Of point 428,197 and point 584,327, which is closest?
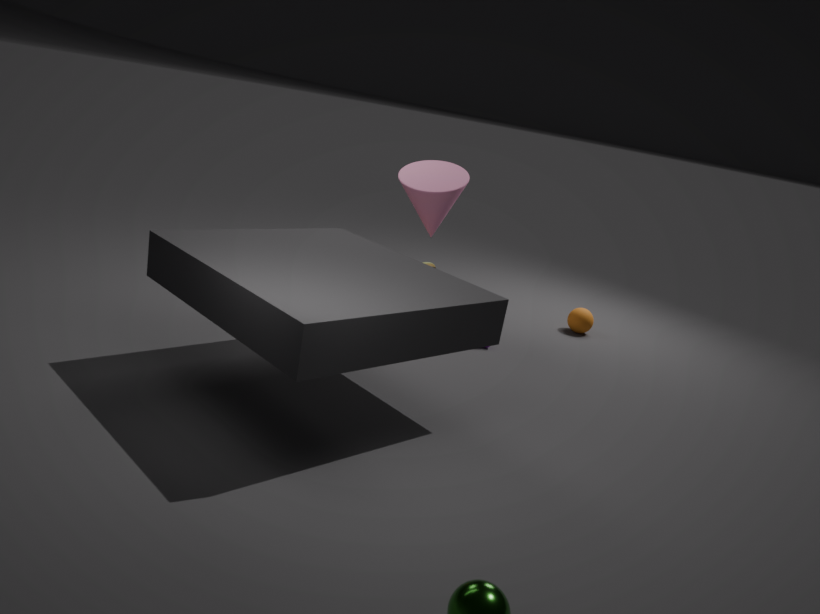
point 428,197
